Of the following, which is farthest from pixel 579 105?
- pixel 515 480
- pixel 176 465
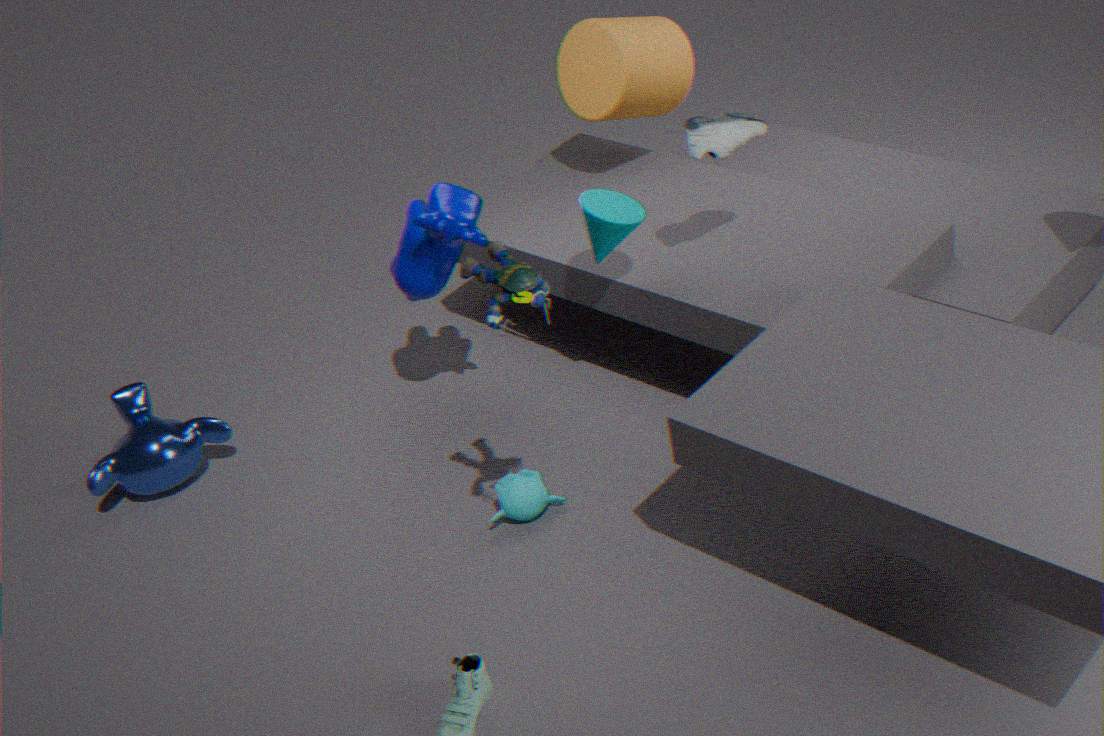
pixel 176 465
